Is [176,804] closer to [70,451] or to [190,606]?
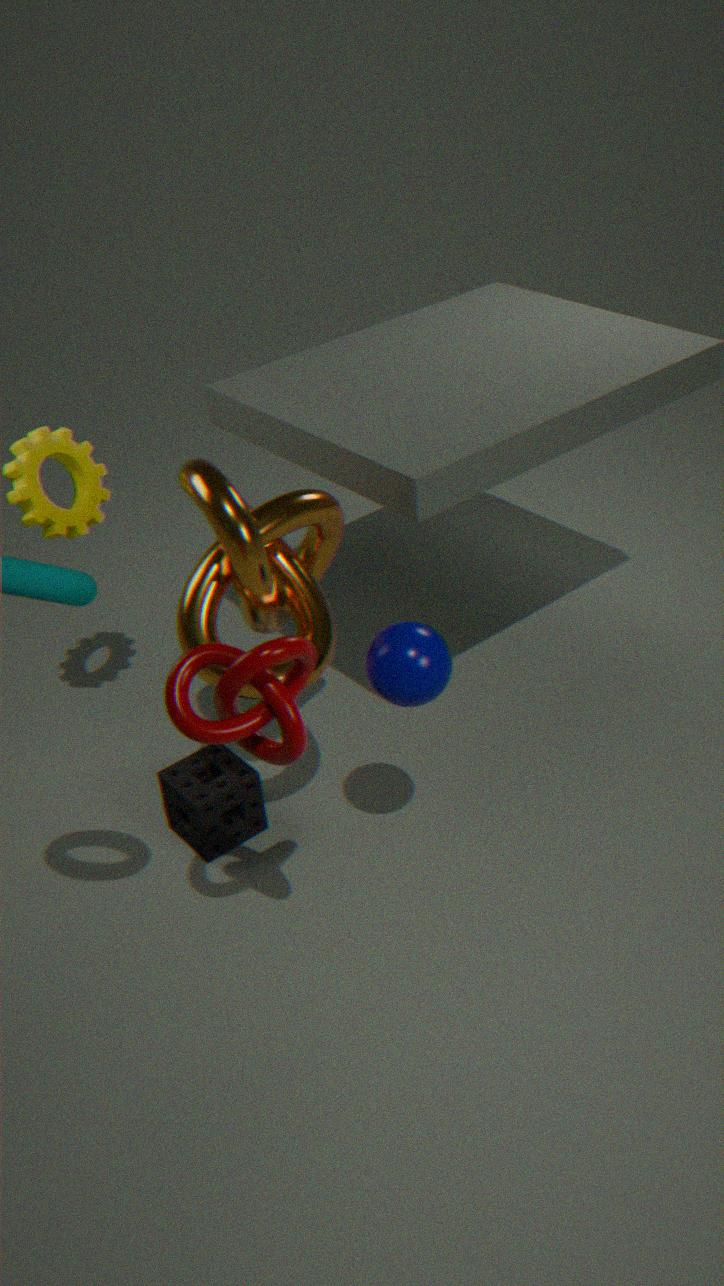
[190,606]
